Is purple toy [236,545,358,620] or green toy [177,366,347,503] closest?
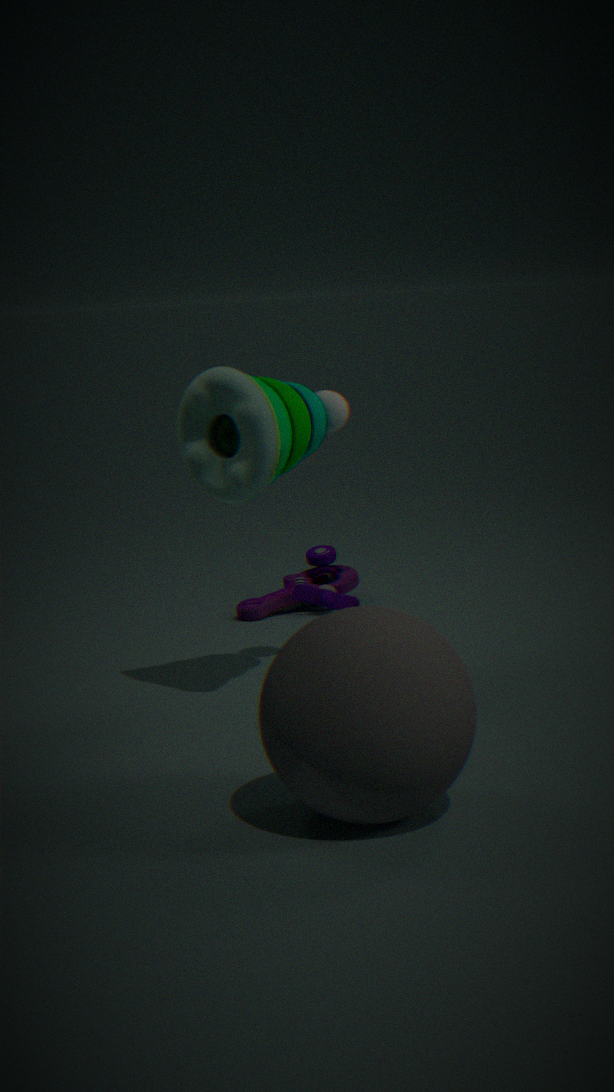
green toy [177,366,347,503]
